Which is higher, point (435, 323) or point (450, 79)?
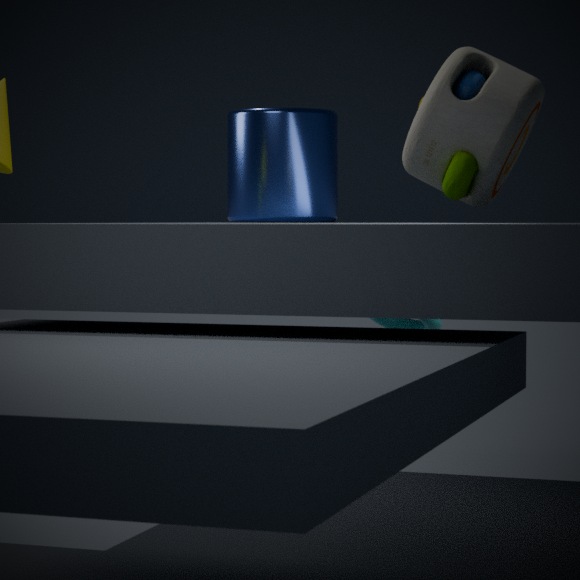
point (450, 79)
